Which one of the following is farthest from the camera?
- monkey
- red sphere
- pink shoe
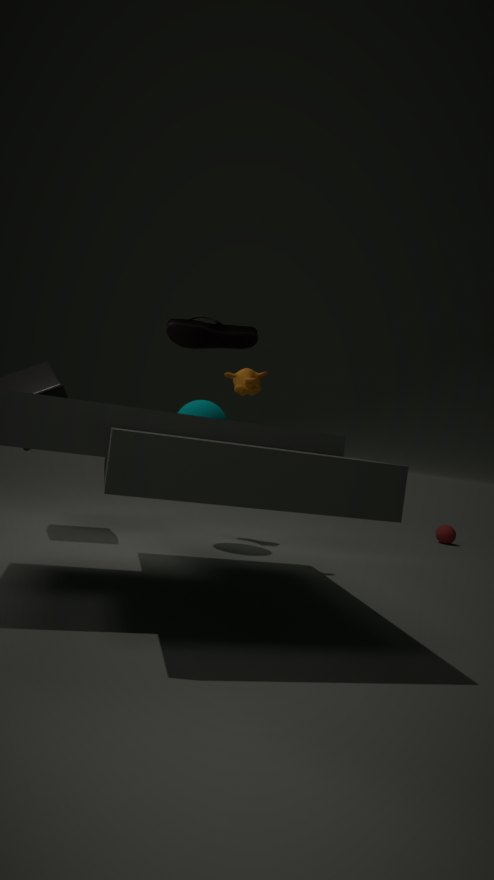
red sphere
